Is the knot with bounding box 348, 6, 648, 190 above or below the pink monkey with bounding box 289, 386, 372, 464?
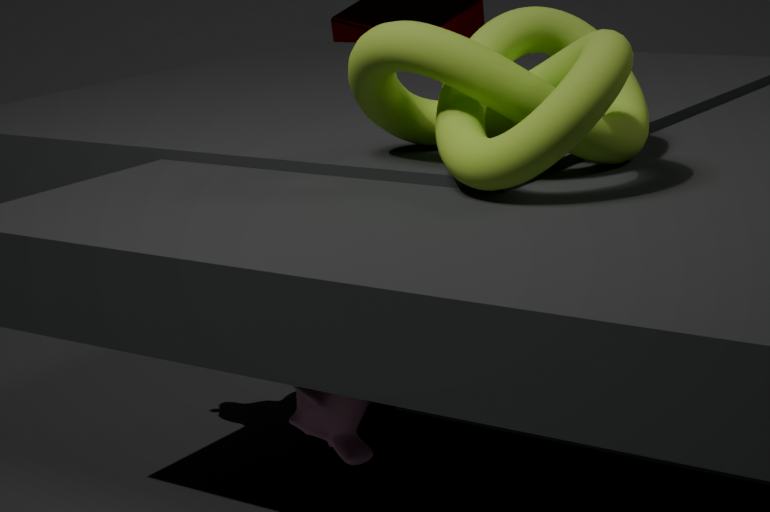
above
